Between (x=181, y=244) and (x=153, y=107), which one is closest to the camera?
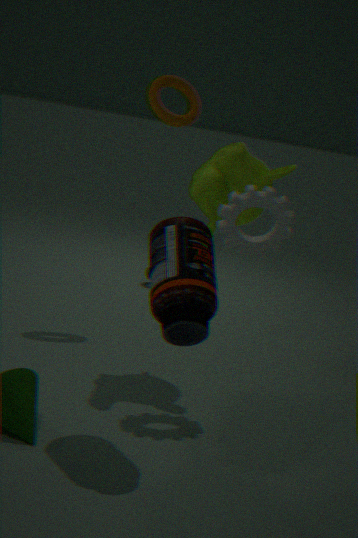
(x=181, y=244)
